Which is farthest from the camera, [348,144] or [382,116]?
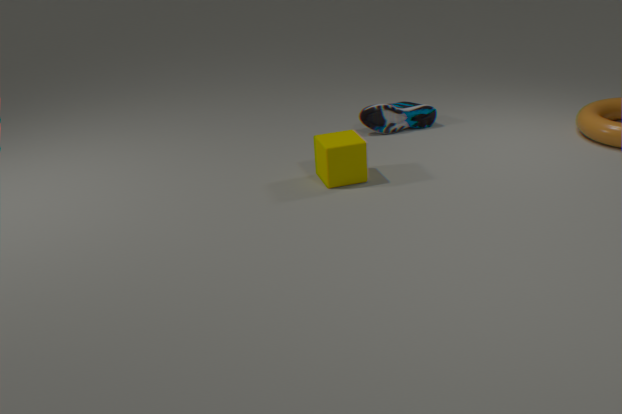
[382,116]
